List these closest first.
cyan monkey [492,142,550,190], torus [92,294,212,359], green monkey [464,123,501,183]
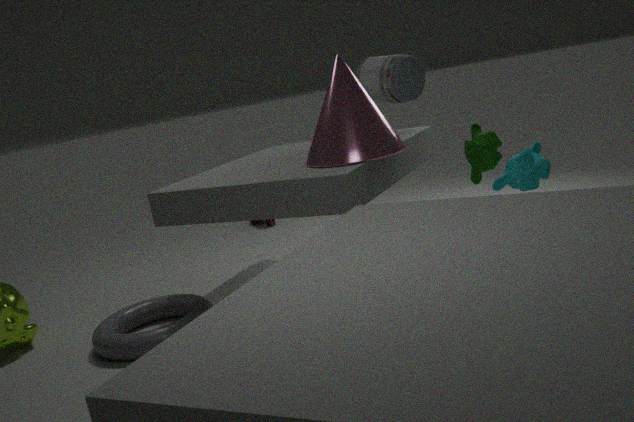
cyan monkey [492,142,550,190], green monkey [464,123,501,183], torus [92,294,212,359]
